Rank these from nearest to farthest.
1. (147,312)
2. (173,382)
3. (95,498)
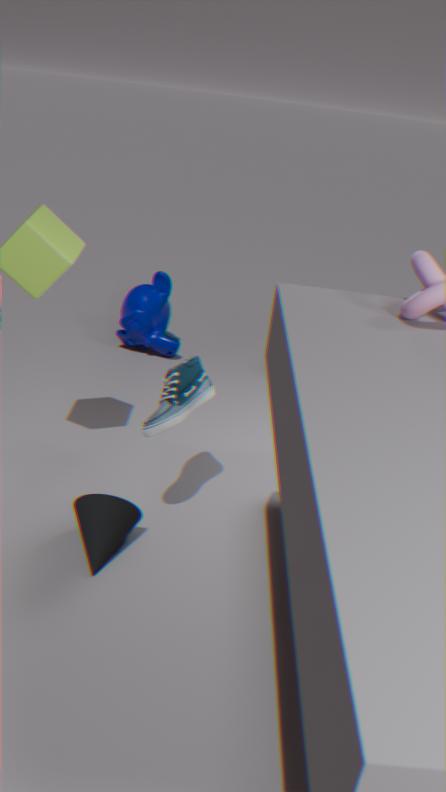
1. (95,498)
2. (173,382)
3. (147,312)
